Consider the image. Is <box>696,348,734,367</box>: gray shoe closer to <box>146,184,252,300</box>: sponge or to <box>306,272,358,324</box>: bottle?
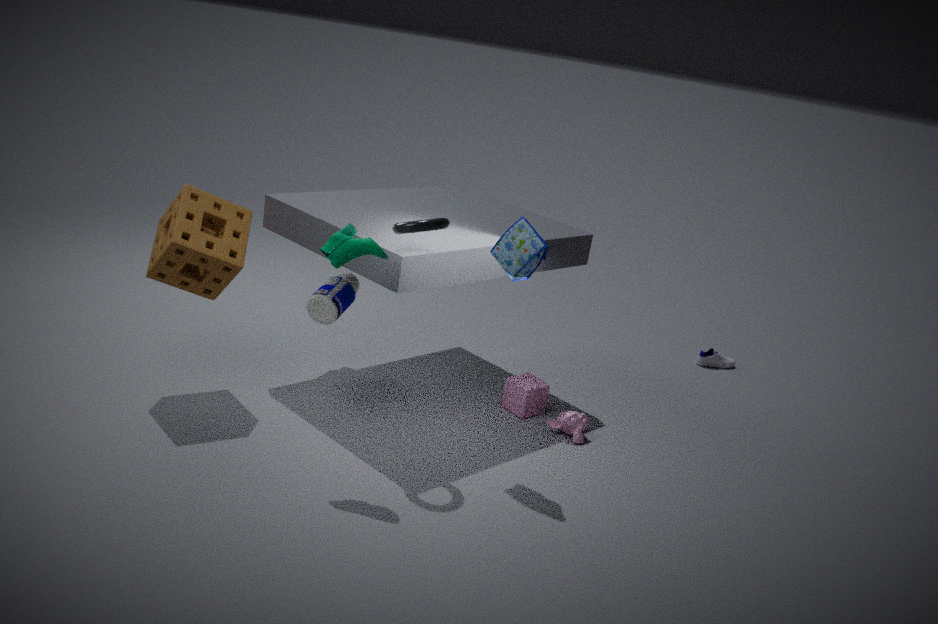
<box>306,272,358,324</box>: bottle
